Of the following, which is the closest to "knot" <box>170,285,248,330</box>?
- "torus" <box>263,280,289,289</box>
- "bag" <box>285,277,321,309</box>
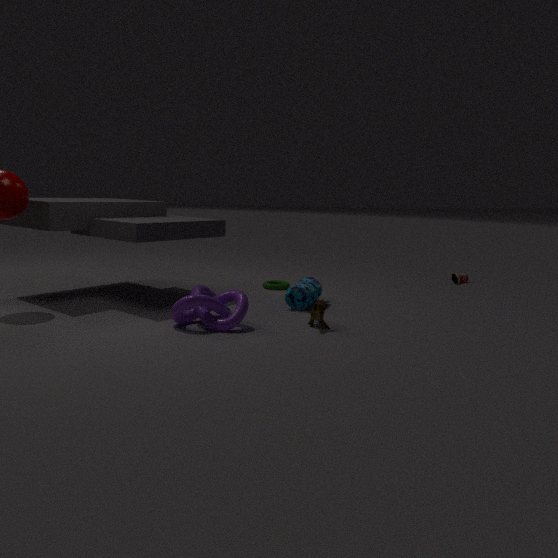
"bag" <box>285,277,321,309</box>
